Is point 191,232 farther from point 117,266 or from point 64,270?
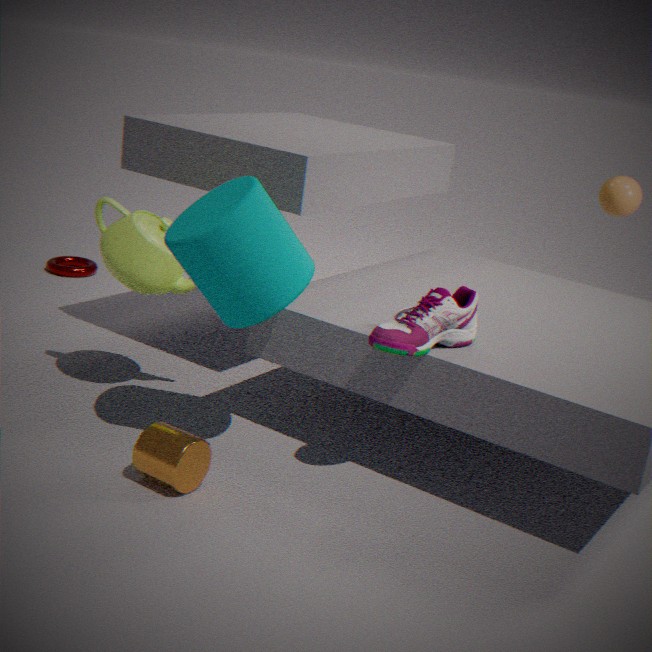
point 64,270
